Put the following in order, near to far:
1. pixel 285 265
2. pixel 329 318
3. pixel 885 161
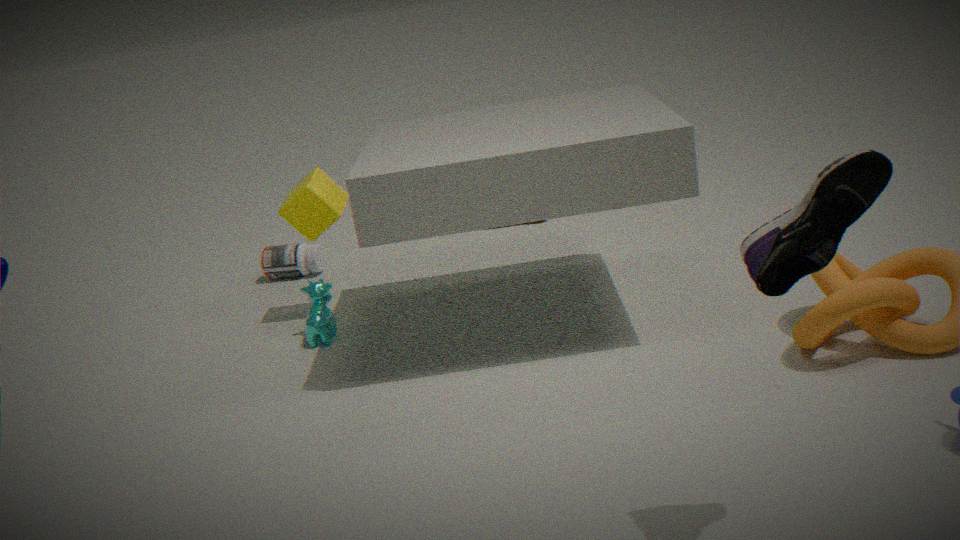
pixel 885 161
pixel 329 318
pixel 285 265
